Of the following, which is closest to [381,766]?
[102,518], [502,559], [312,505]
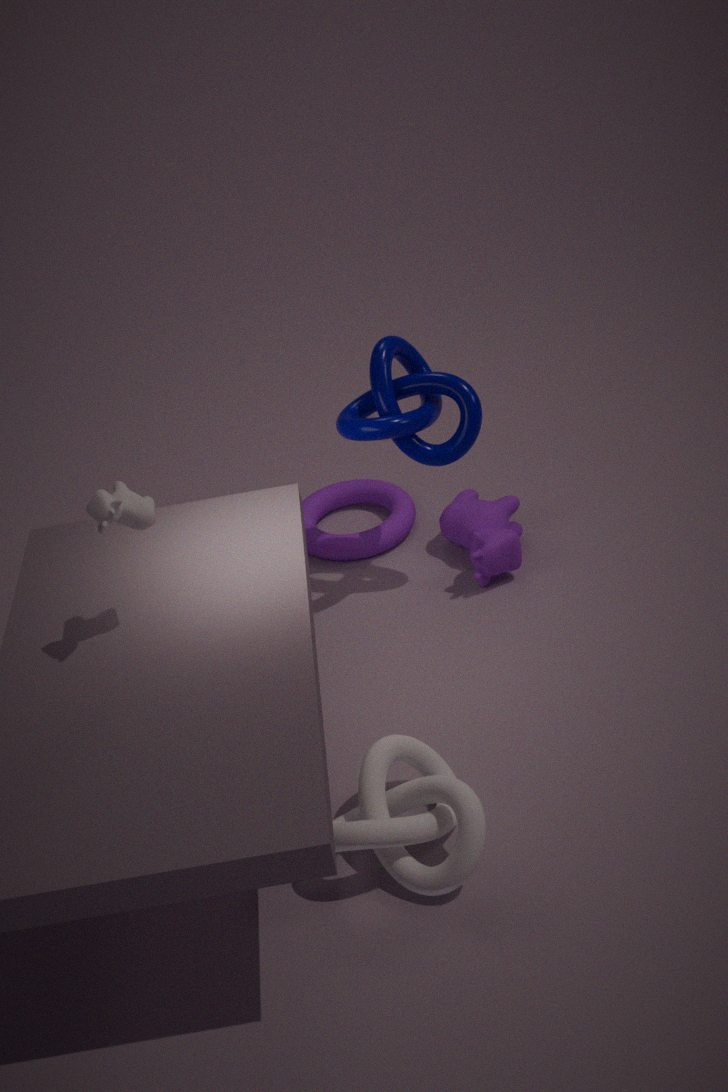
[102,518]
